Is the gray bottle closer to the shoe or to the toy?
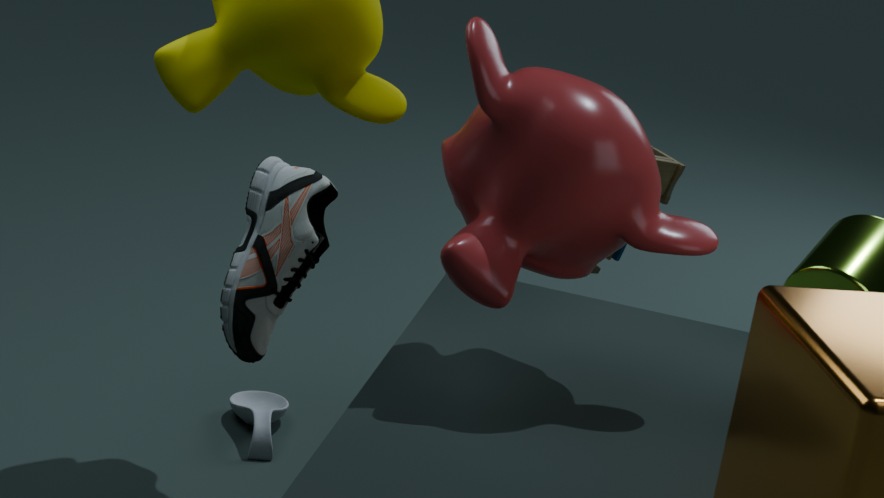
the shoe
